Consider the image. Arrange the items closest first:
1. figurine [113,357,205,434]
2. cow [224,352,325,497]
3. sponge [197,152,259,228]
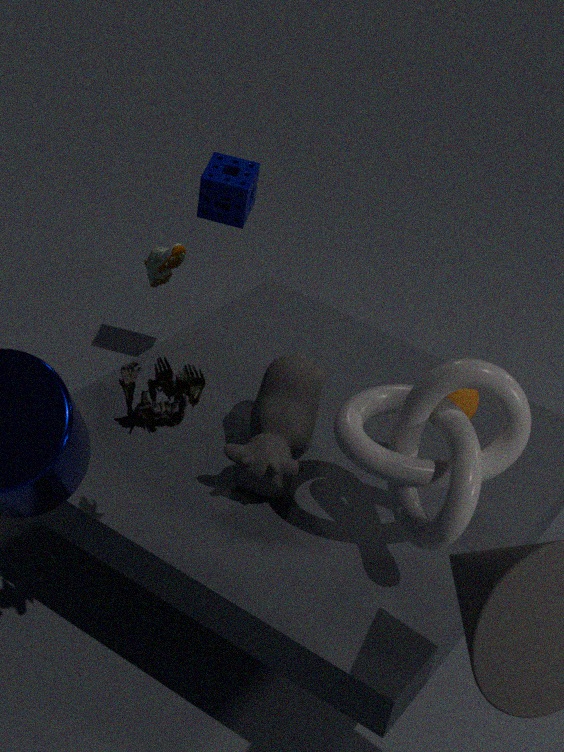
figurine [113,357,205,434]
cow [224,352,325,497]
sponge [197,152,259,228]
